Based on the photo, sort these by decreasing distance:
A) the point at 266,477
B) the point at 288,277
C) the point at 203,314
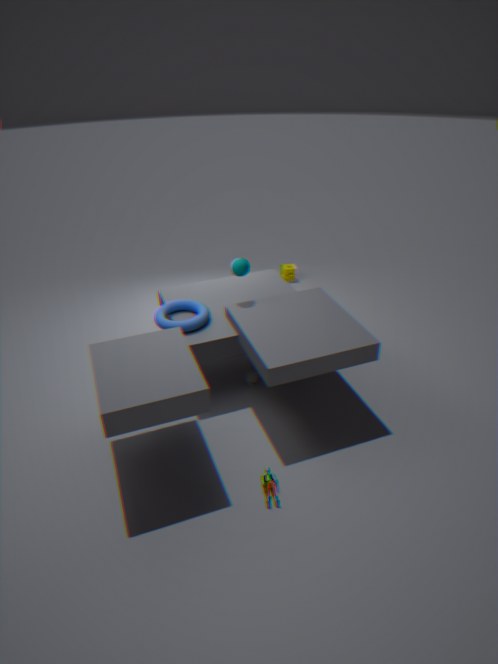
the point at 288,277 → the point at 203,314 → the point at 266,477
